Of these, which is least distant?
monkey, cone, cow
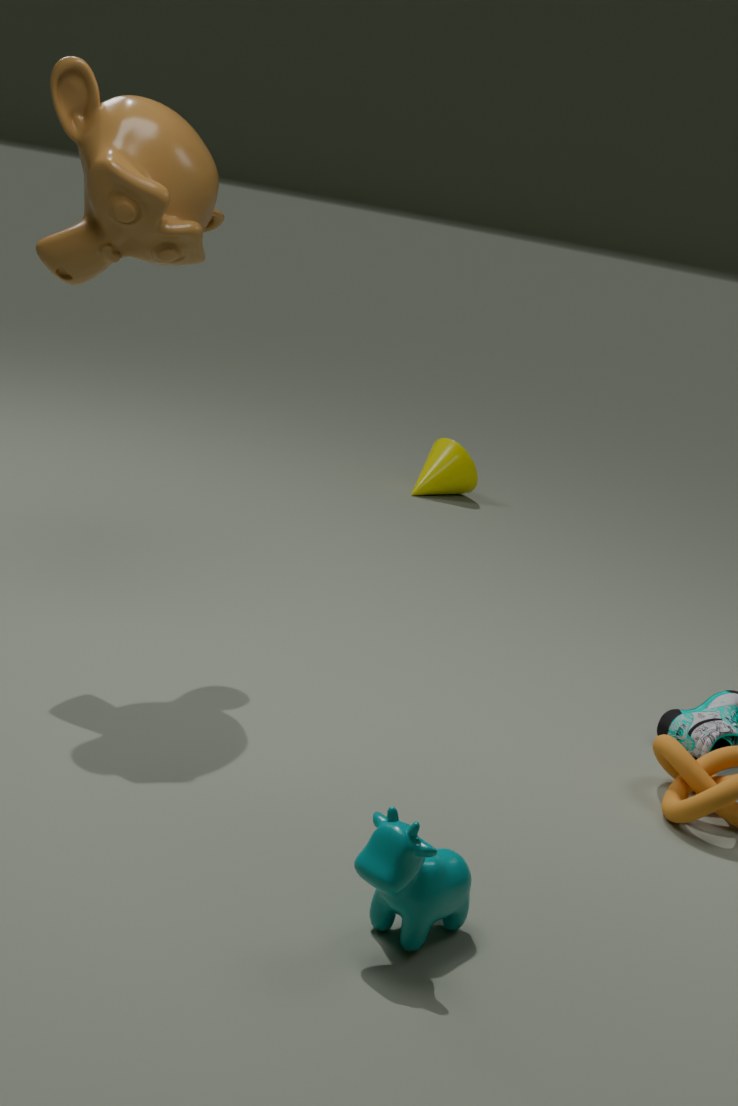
cow
